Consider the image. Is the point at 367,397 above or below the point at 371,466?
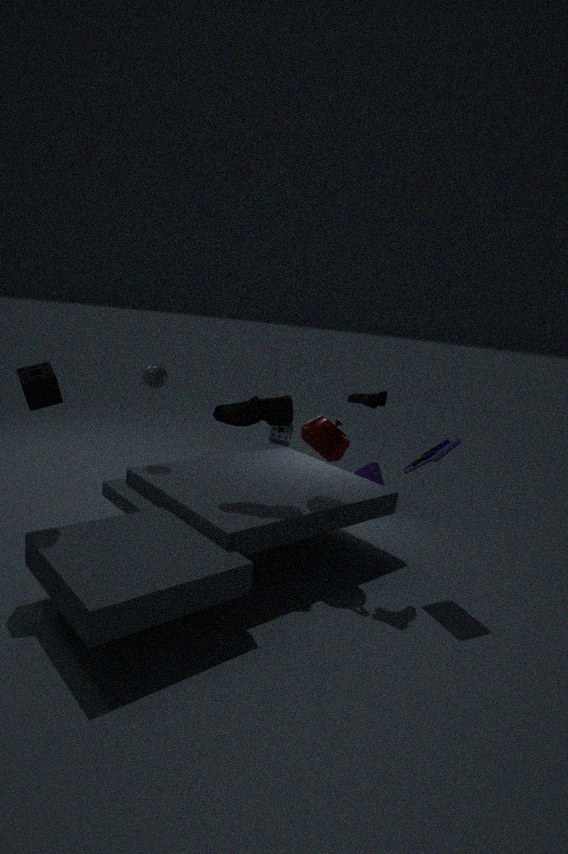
above
